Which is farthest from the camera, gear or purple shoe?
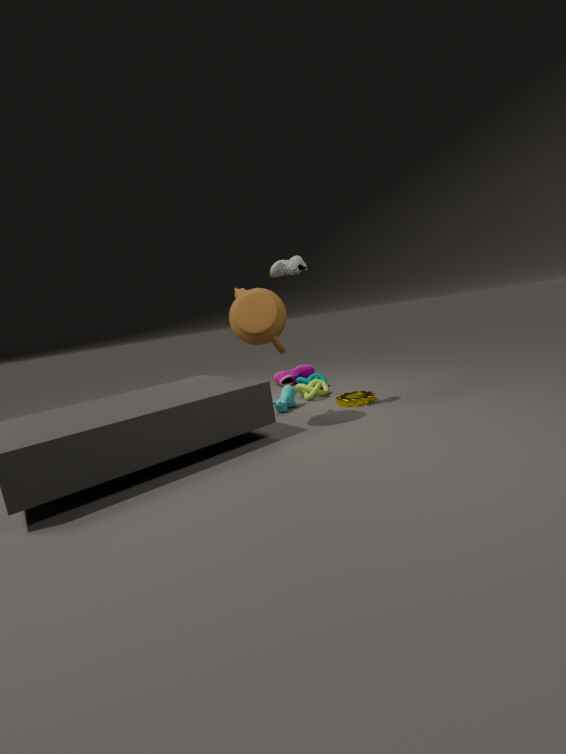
purple shoe
